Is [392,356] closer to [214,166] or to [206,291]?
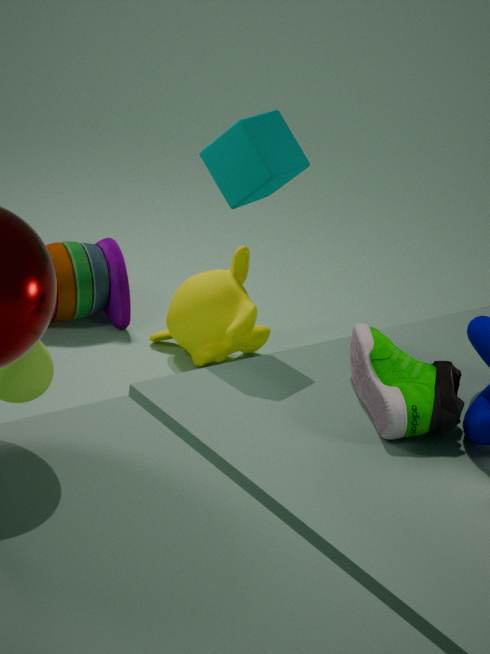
[214,166]
